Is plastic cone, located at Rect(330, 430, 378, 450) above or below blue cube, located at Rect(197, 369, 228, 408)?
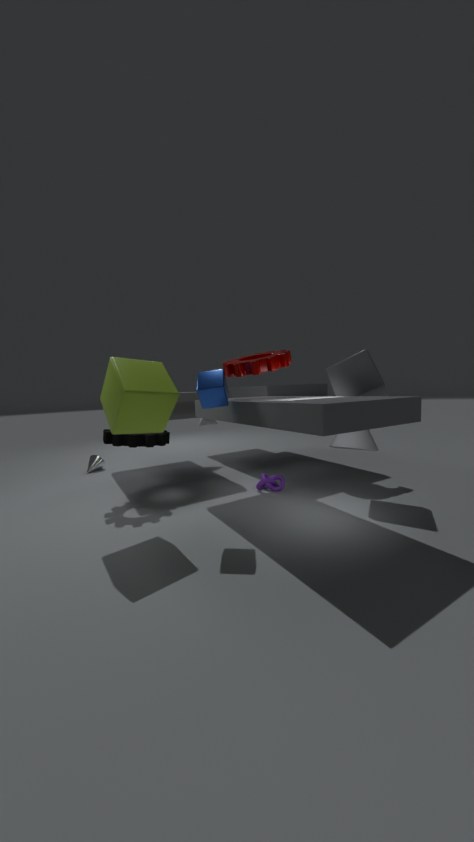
below
